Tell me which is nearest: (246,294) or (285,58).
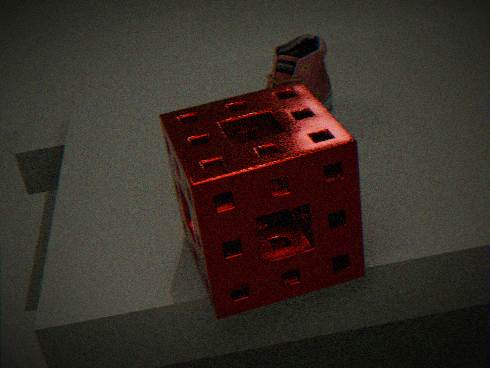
(246,294)
